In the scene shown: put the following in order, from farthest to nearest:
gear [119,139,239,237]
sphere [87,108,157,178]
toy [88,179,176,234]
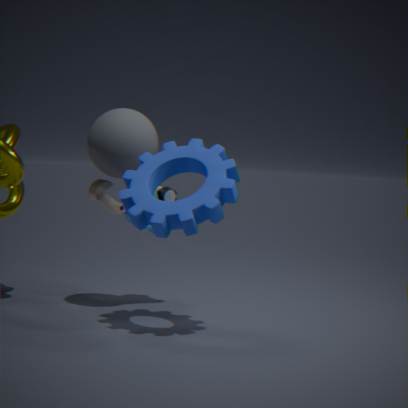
toy [88,179,176,234]
sphere [87,108,157,178]
gear [119,139,239,237]
